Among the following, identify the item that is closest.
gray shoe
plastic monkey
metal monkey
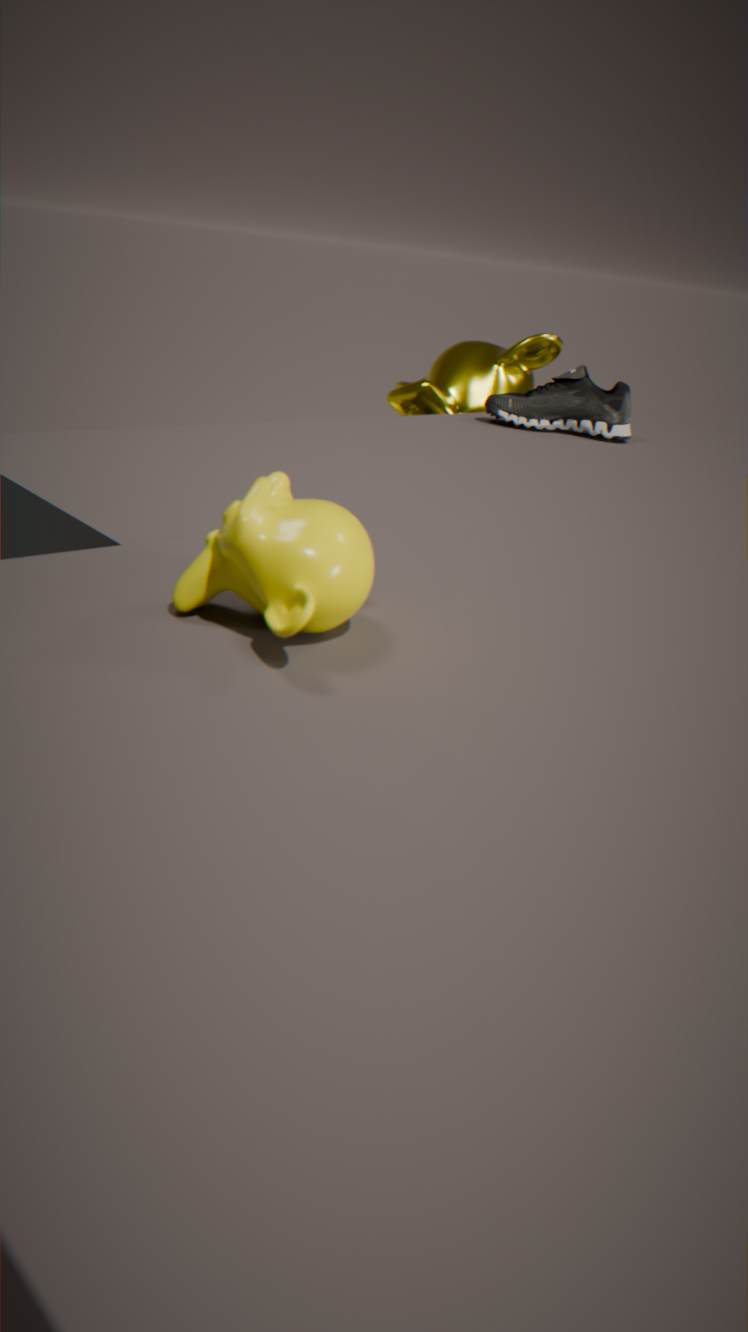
plastic monkey
